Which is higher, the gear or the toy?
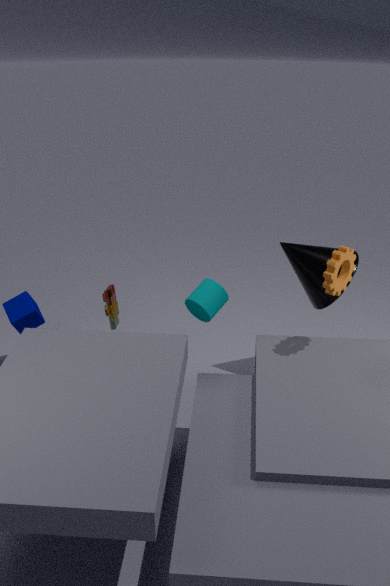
the gear
